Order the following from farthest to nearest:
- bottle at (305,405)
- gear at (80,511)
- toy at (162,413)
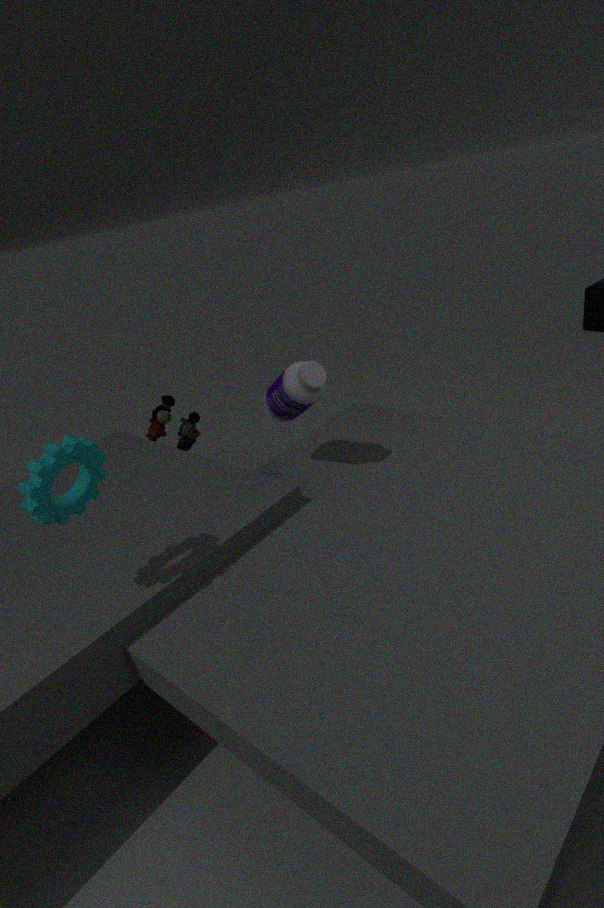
toy at (162,413) → bottle at (305,405) → gear at (80,511)
